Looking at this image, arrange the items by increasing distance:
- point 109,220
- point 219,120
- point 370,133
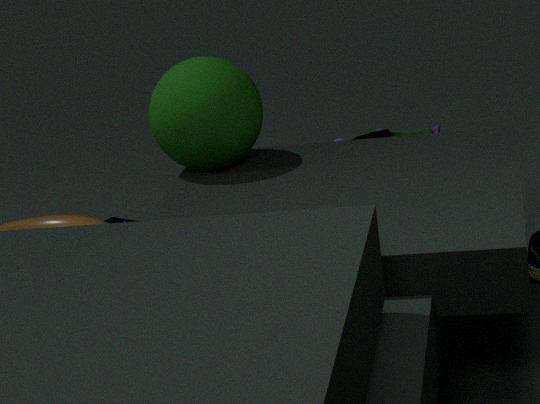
point 219,120 → point 109,220 → point 370,133
